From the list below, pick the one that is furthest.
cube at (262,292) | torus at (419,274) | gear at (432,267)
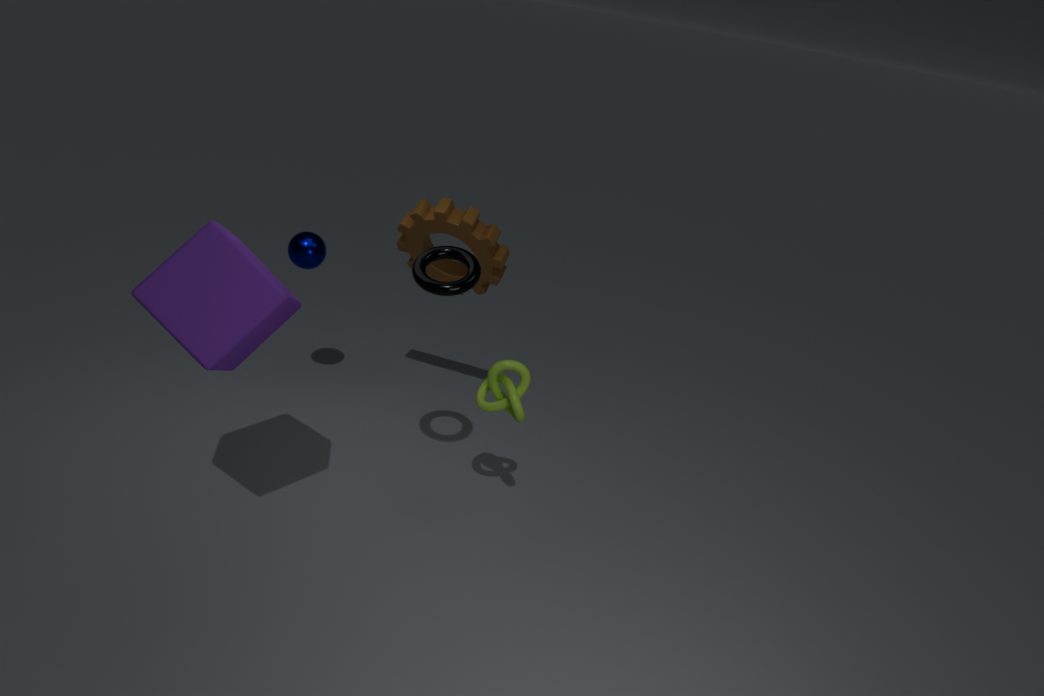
gear at (432,267)
